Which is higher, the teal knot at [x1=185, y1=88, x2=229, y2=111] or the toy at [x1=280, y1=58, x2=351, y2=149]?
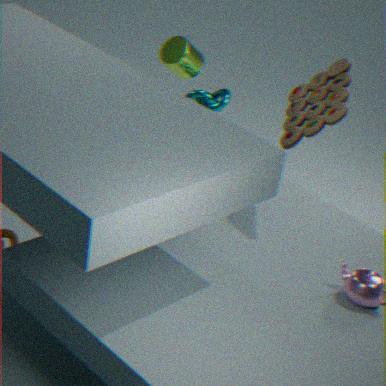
the toy at [x1=280, y1=58, x2=351, y2=149]
